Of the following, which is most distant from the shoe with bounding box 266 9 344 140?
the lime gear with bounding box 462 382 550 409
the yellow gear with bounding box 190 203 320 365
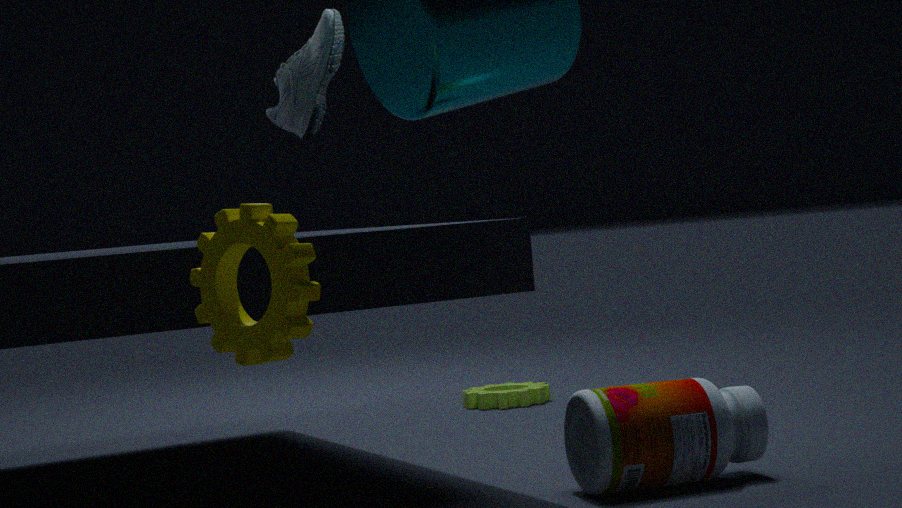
the lime gear with bounding box 462 382 550 409
